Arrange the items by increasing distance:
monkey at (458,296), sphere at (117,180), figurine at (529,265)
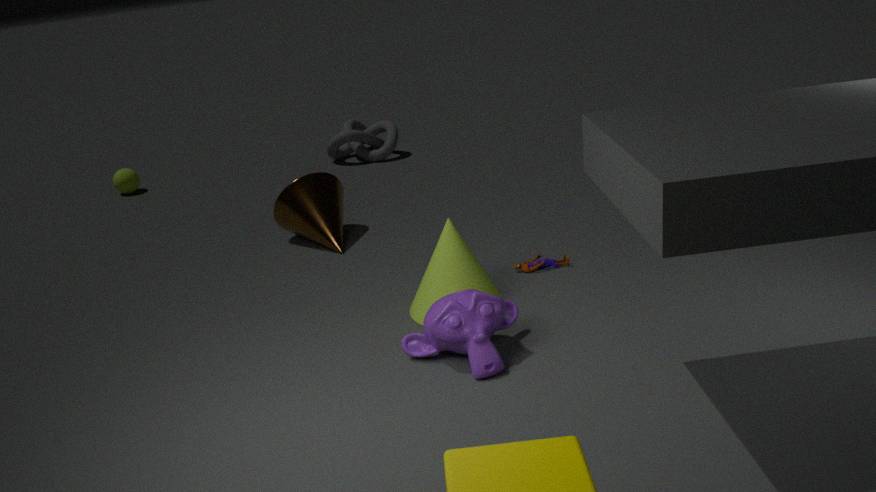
monkey at (458,296) → figurine at (529,265) → sphere at (117,180)
